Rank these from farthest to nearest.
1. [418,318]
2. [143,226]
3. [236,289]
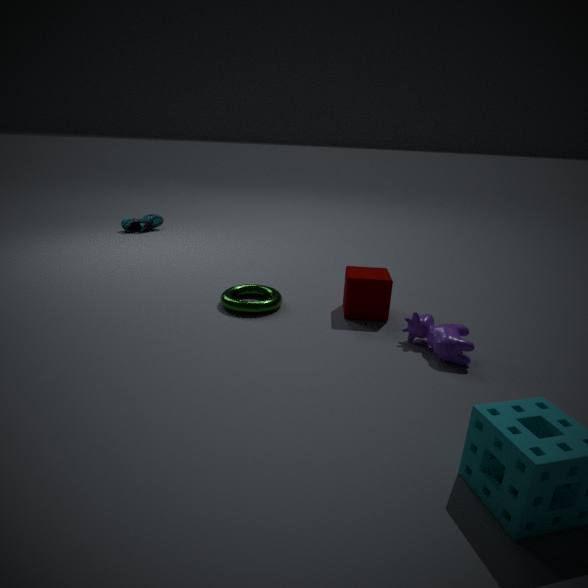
[143,226] → [236,289] → [418,318]
